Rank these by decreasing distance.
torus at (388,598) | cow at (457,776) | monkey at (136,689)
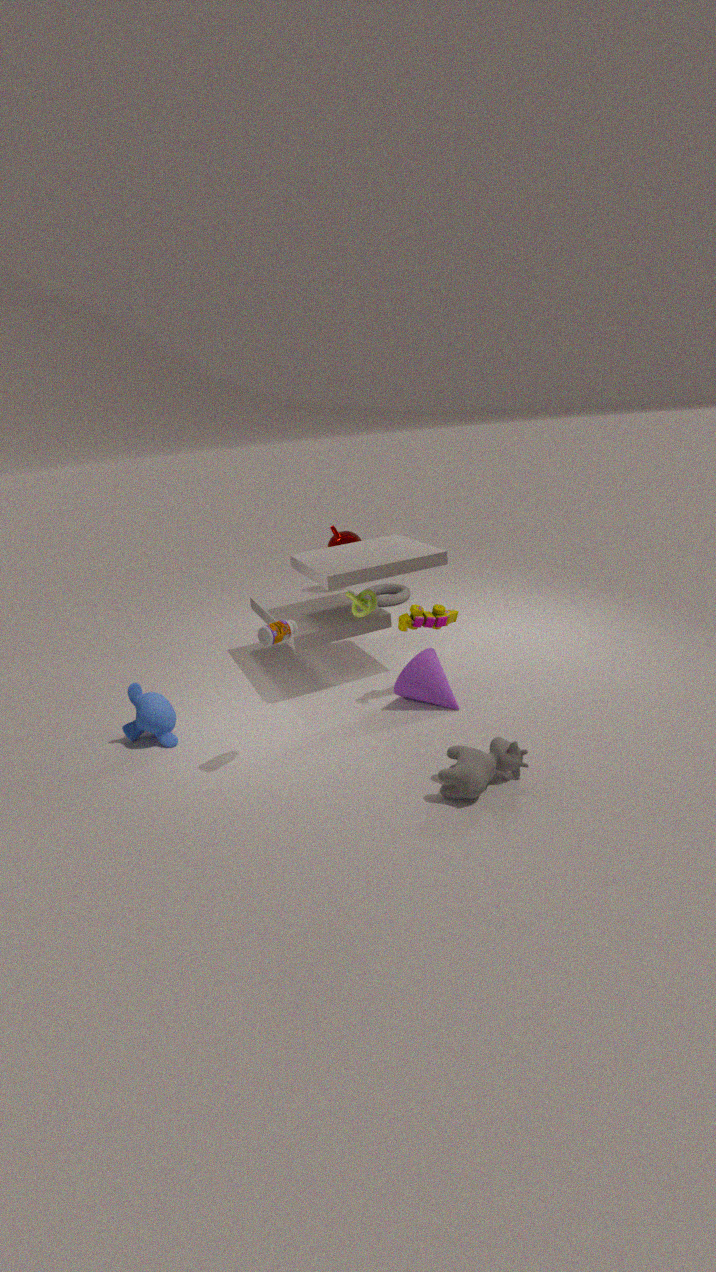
1. torus at (388,598)
2. monkey at (136,689)
3. cow at (457,776)
